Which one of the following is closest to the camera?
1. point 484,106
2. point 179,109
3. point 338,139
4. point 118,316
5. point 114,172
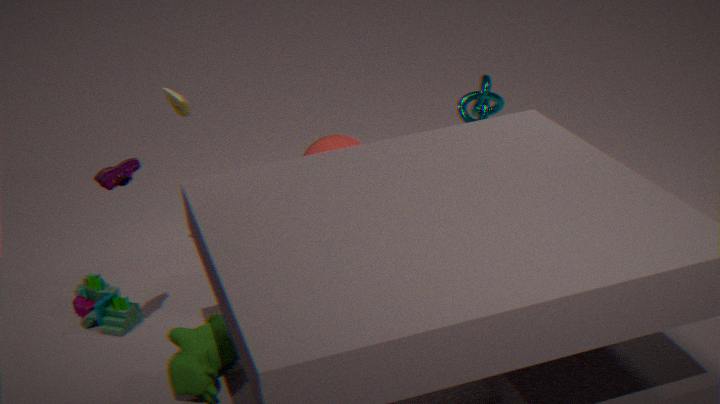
point 114,172
